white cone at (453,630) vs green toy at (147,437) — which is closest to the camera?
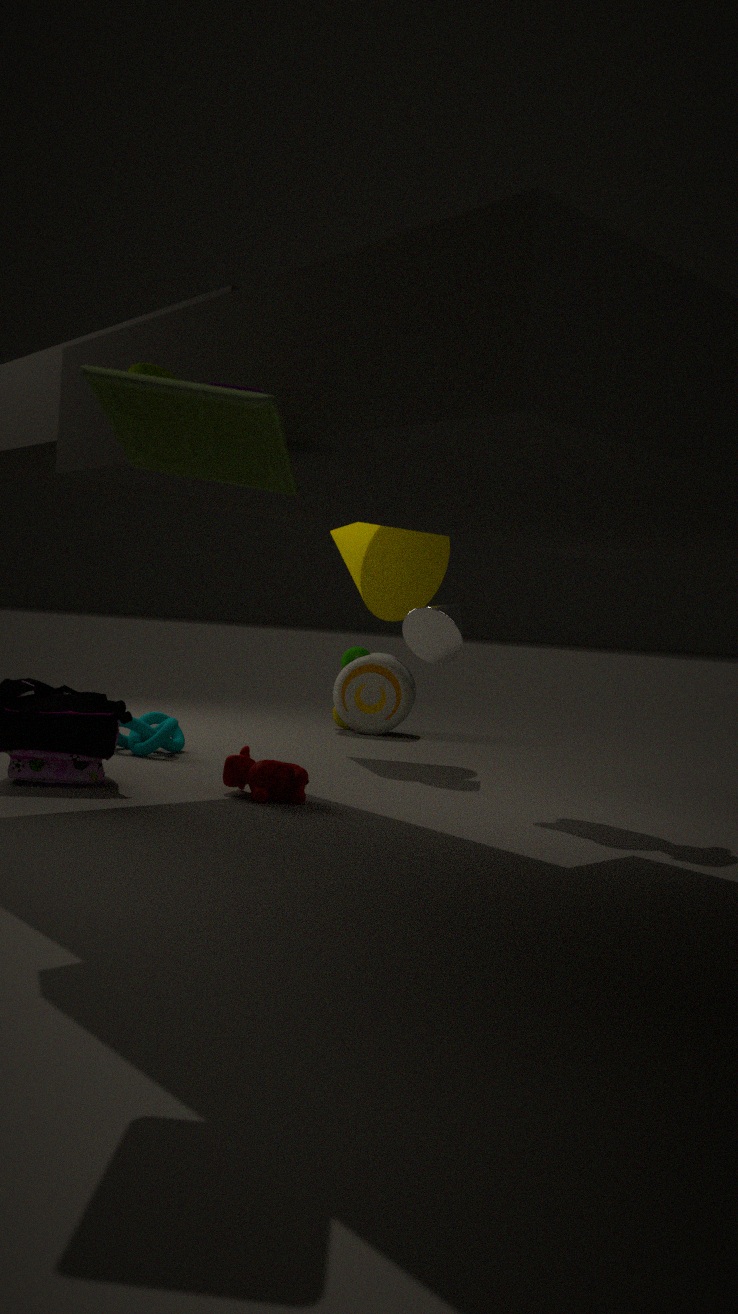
green toy at (147,437)
